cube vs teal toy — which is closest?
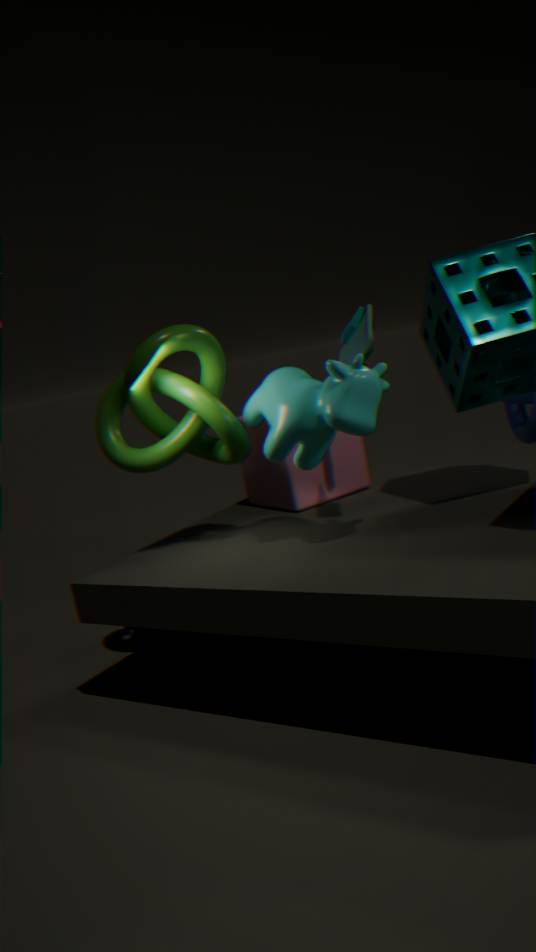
teal toy
